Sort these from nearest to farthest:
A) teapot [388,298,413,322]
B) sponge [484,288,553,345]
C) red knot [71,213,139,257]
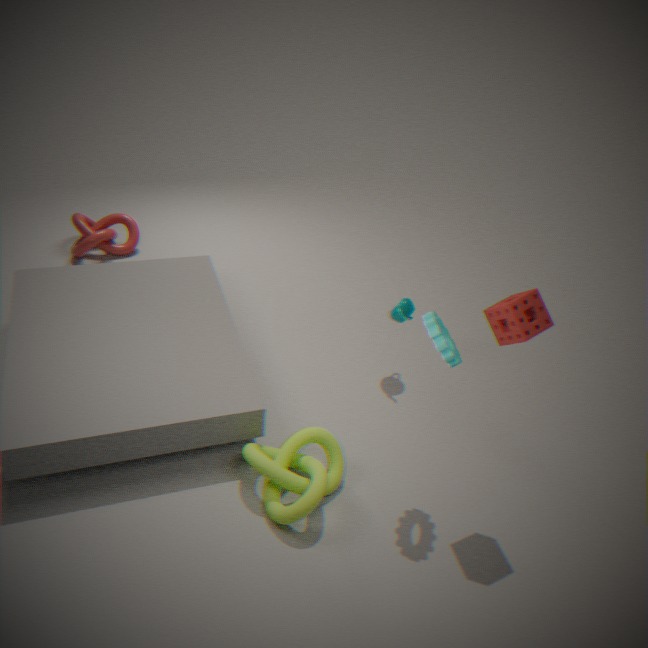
sponge [484,288,553,345]
teapot [388,298,413,322]
red knot [71,213,139,257]
